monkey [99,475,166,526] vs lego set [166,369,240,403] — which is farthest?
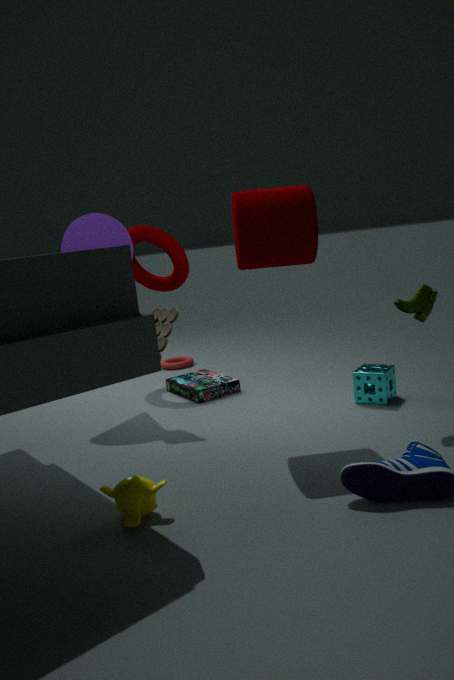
lego set [166,369,240,403]
